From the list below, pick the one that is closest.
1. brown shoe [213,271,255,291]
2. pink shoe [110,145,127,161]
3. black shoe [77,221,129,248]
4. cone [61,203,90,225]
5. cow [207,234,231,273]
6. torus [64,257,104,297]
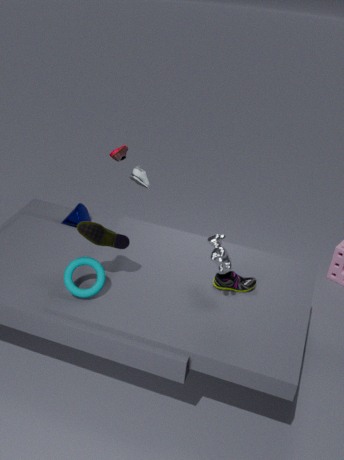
cow [207,234,231,273]
